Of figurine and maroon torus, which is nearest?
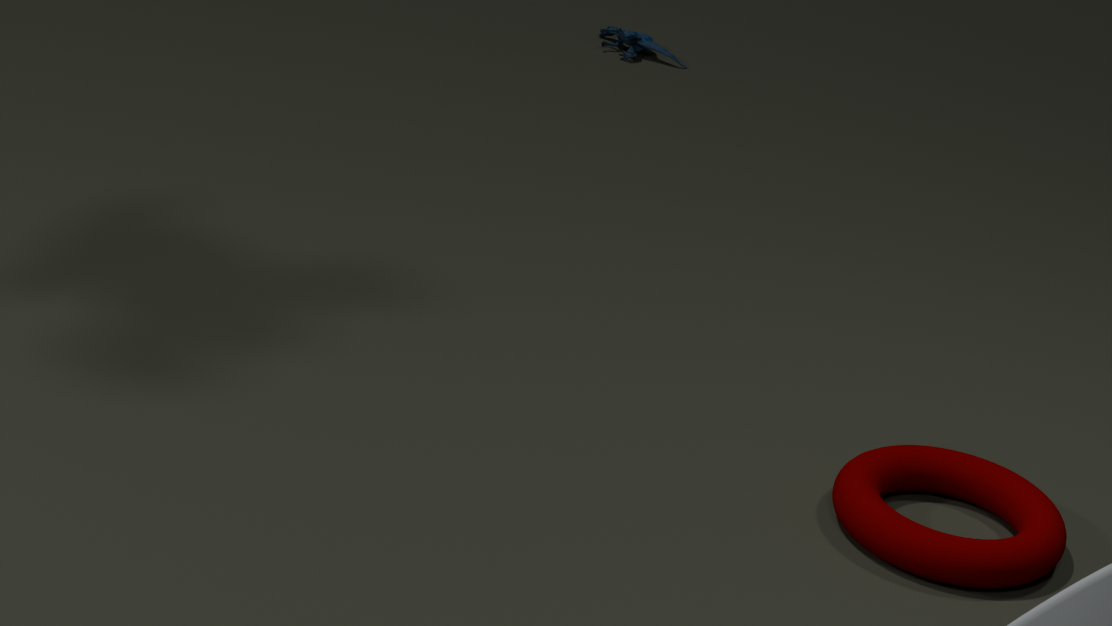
maroon torus
